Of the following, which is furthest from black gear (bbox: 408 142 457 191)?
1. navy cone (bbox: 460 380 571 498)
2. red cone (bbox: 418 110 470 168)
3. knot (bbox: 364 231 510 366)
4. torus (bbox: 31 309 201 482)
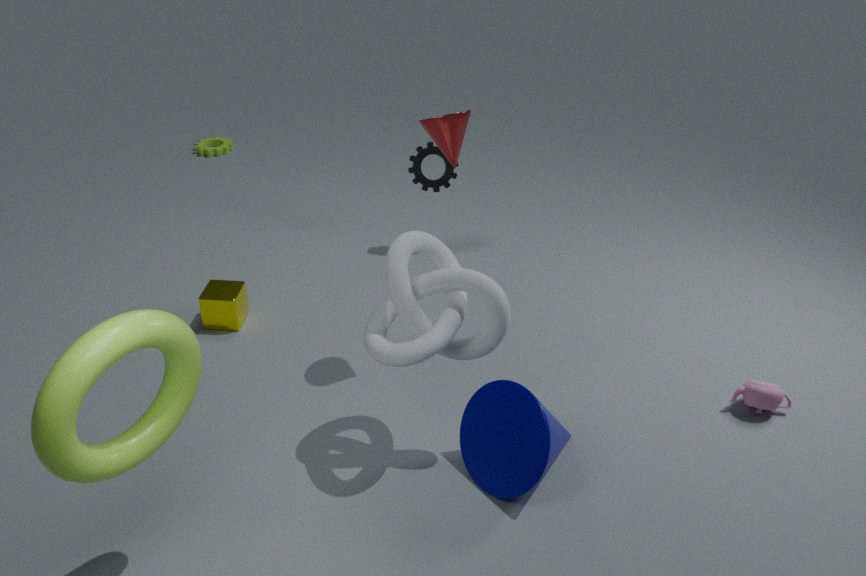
torus (bbox: 31 309 201 482)
